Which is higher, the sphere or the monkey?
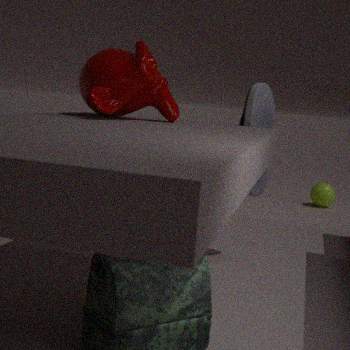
the monkey
